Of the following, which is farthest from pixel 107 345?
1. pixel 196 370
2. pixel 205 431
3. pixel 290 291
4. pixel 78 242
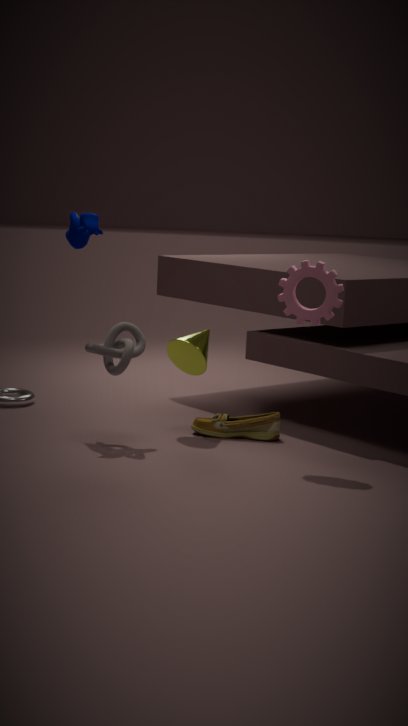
pixel 290 291
